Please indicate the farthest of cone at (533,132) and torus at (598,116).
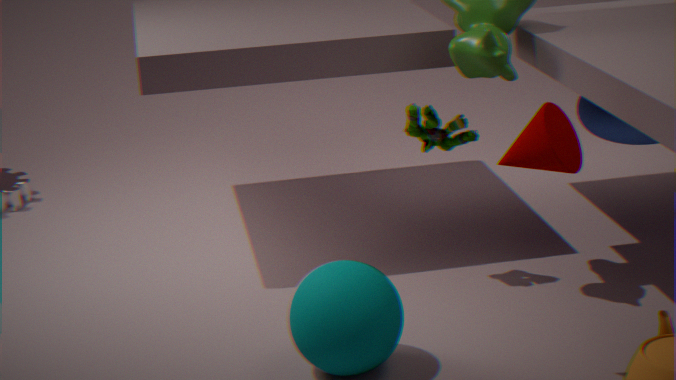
torus at (598,116)
